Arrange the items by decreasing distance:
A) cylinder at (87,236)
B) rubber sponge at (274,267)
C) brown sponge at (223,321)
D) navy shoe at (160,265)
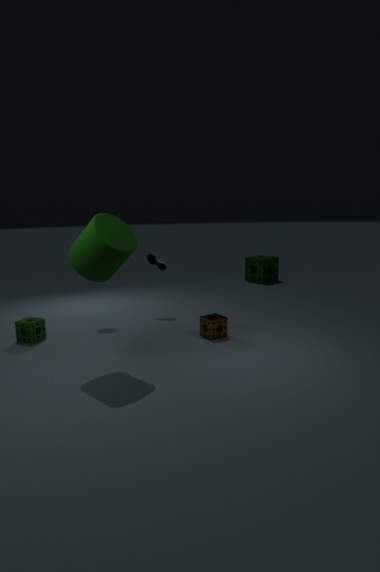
rubber sponge at (274,267) < navy shoe at (160,265) < brown sponge at (223,321) < cylinder at (87,236)
